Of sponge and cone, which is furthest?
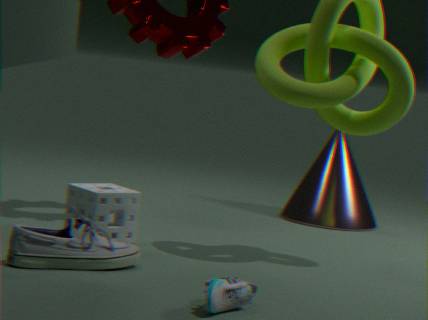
cone
